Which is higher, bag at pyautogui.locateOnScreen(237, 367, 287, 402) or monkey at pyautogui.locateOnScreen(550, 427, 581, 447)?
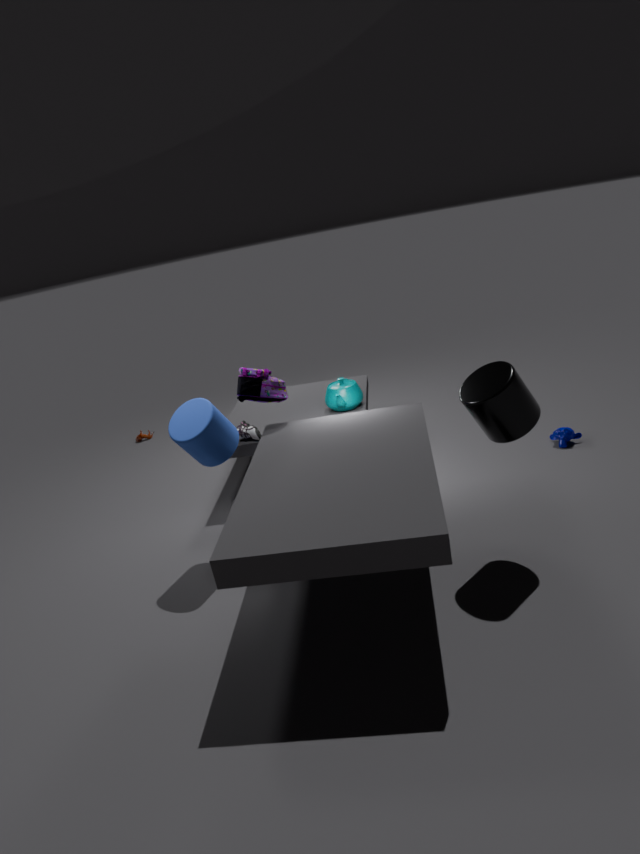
bag at pyautogui.locateOnScreen(237, 367, 287, 402)
